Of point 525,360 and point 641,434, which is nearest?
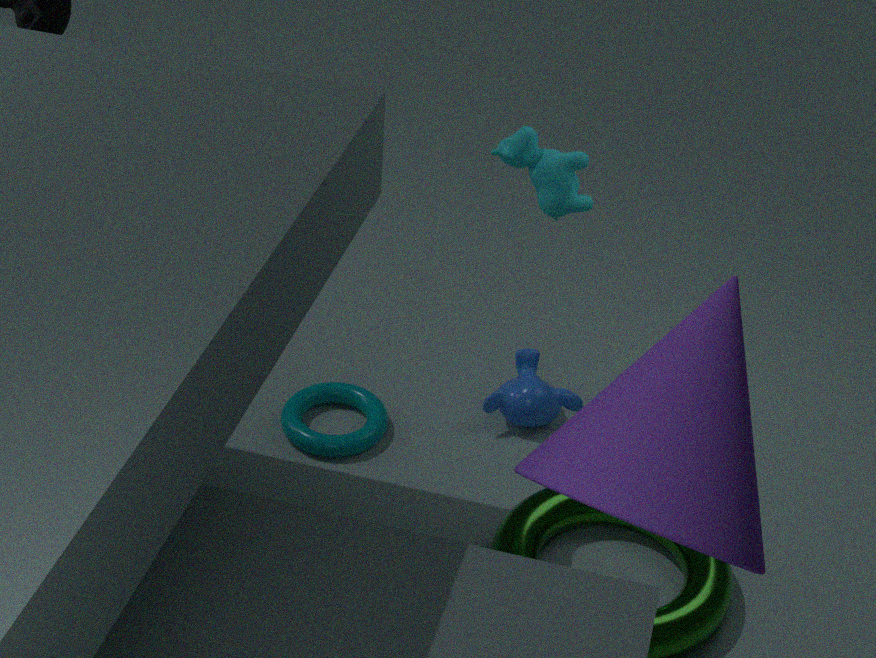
point 641,434
